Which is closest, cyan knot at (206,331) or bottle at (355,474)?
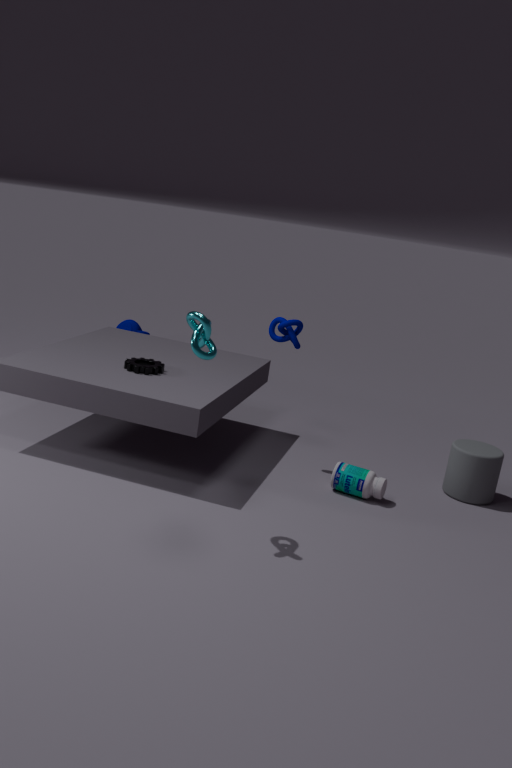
cyan knot at (206,331)
